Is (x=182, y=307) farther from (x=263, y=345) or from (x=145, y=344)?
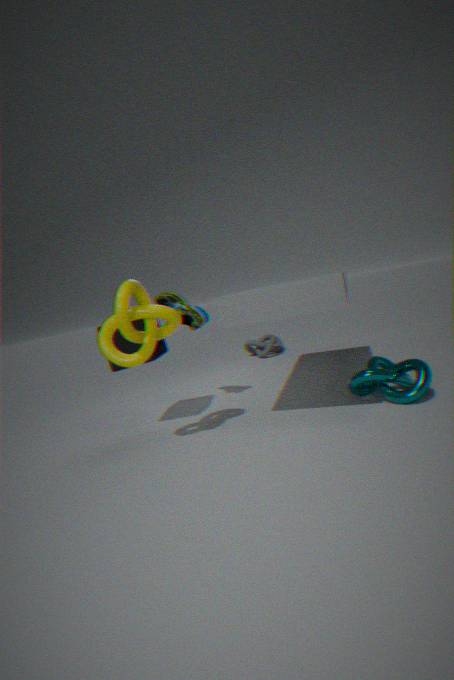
(x=263, y=345)
